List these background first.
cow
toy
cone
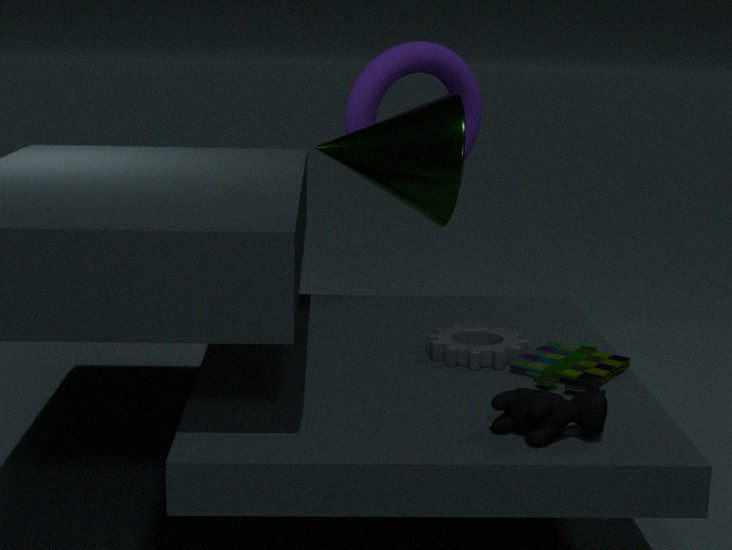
1. cone
2. toy
3. cow
